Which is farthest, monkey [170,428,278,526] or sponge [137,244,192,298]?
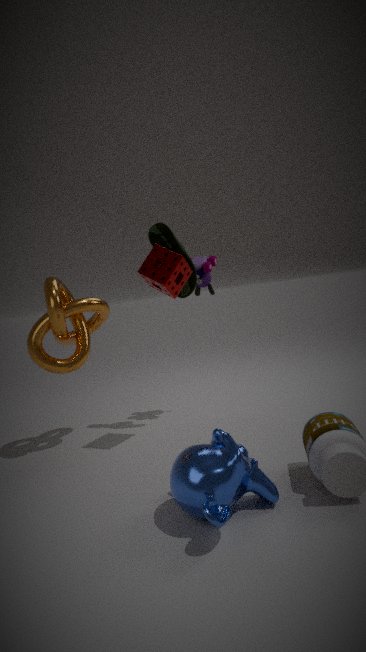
sponge [137,244,192,298]
